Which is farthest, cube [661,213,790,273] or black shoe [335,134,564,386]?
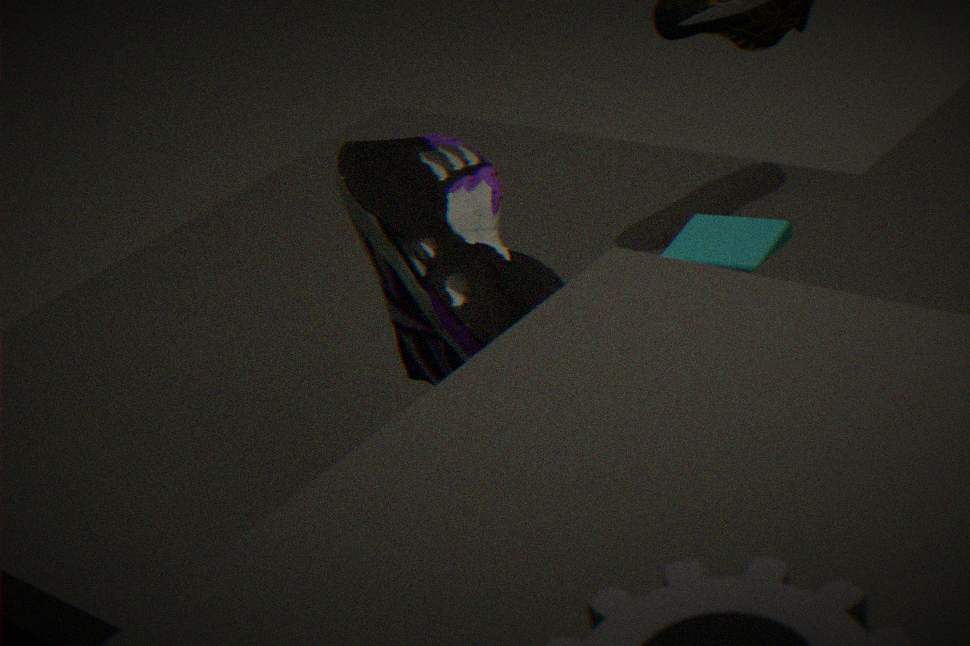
cube [661,213,790,273]
